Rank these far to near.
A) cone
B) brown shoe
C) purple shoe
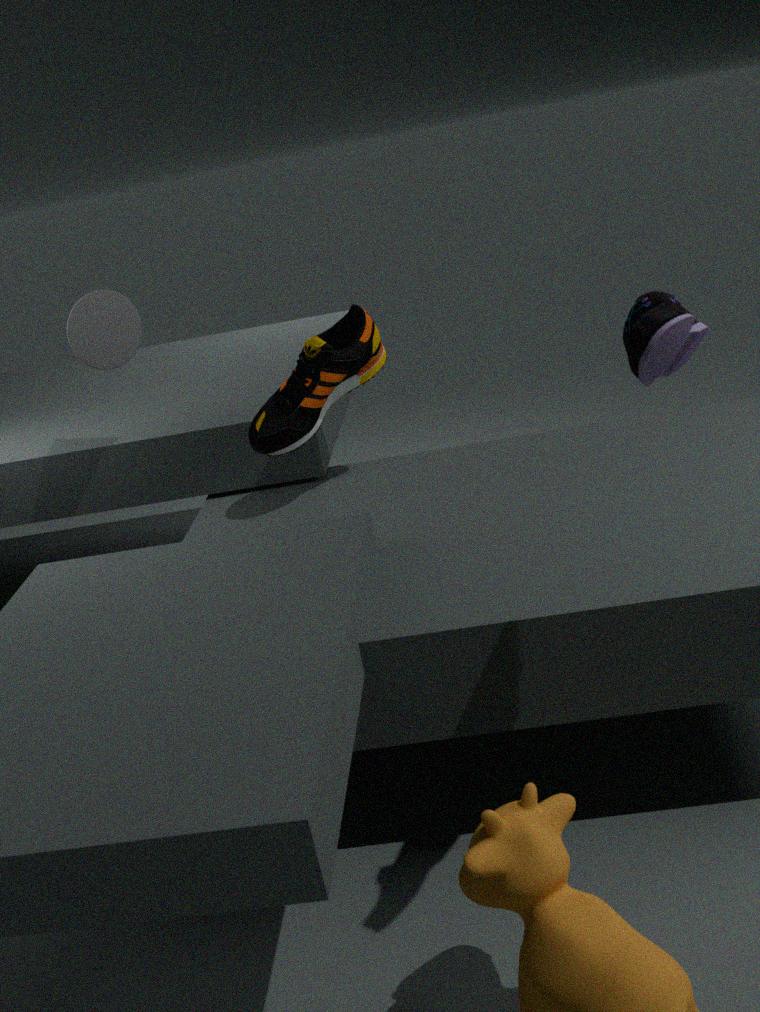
1. cone
2. brown shoe
3. purple shoe
